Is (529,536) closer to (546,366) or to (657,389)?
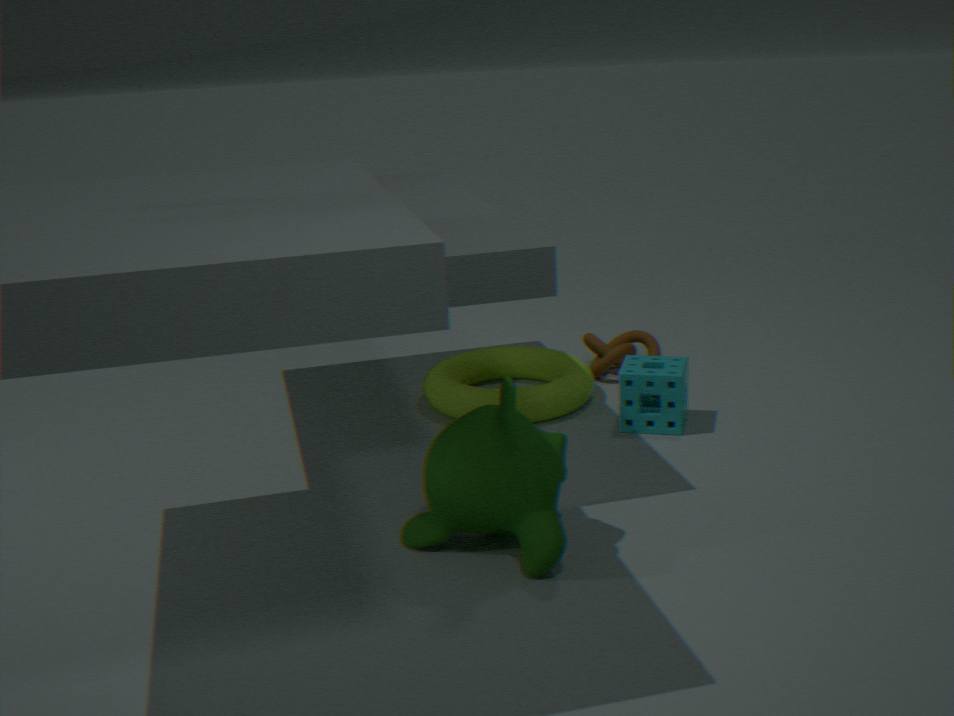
(657,389)
